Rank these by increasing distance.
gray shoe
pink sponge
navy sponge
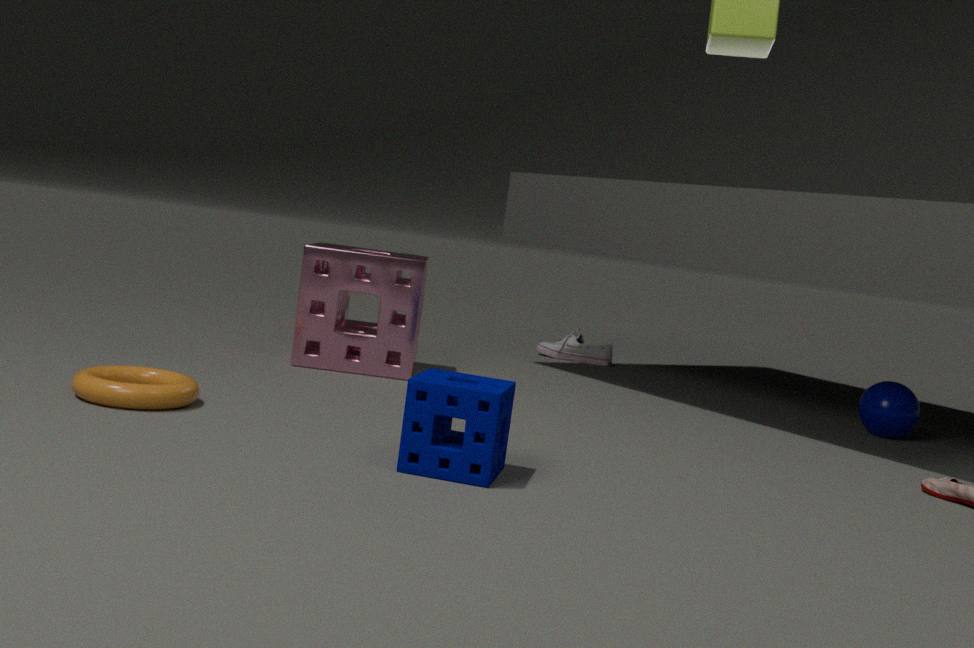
navy sponge
pink sponge
gray shoe
